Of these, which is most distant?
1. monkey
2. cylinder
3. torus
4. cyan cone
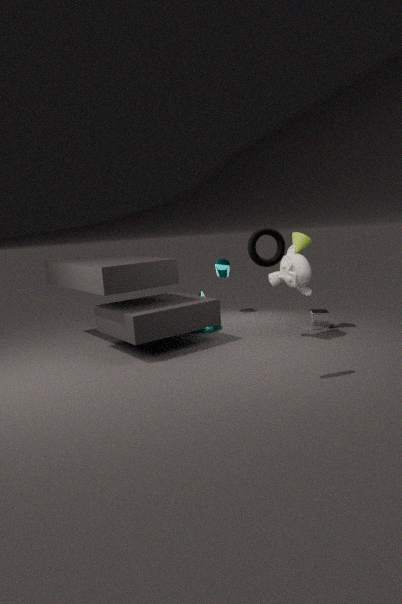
cylinder
